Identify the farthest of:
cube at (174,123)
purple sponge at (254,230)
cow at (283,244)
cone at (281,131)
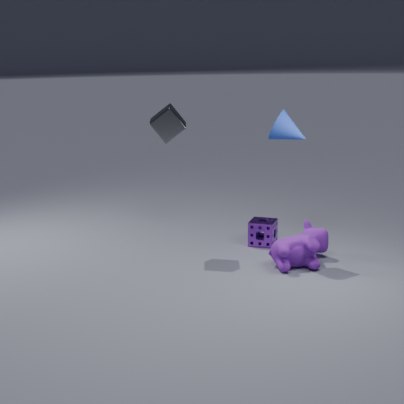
purple sponge at (254,230)
